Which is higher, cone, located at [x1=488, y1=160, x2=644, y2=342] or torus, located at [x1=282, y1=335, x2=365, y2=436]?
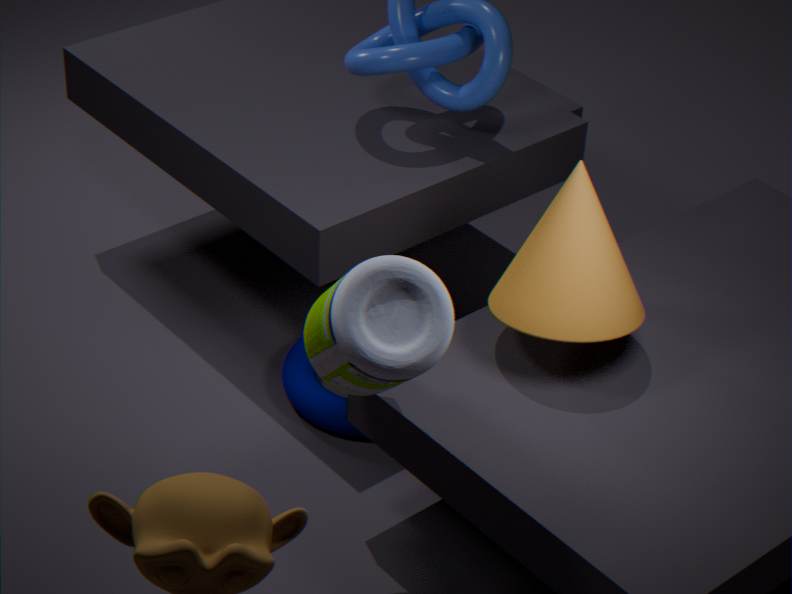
cone, located at [x1=488, y1=160, x2=644, y2=342]
